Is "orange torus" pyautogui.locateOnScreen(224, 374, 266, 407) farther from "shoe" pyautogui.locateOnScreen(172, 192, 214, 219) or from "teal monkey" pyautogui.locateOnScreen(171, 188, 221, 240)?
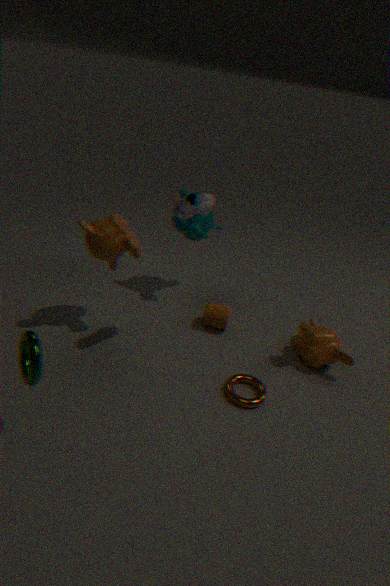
"teal monkey" pyautogui.locateOnScreen(171, 188, 221, 240)
